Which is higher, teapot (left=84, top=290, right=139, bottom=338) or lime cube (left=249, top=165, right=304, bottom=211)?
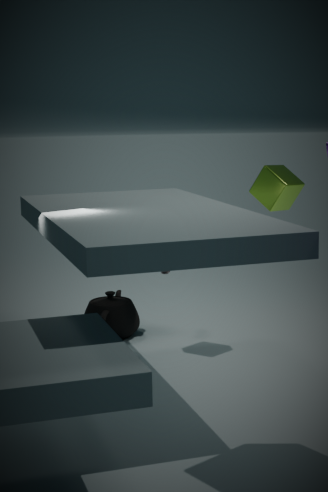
lime cube (left=249, top=165, right=304, bottom=211)
